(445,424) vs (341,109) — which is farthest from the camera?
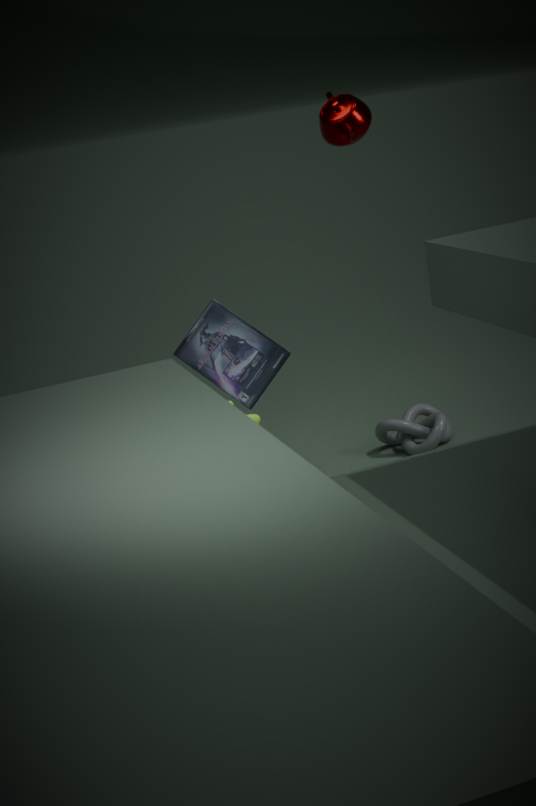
(445,424)
